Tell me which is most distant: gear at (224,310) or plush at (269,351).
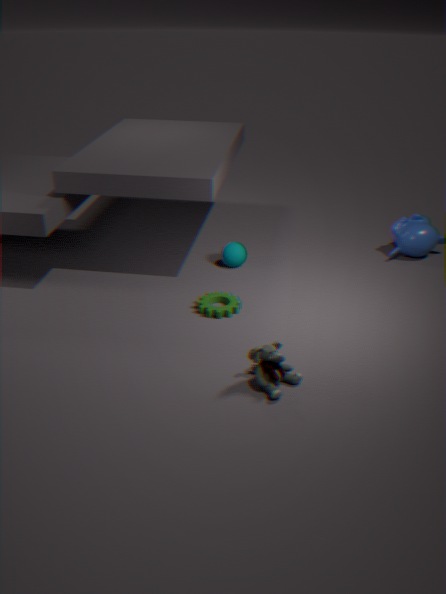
gear at (224,310)
